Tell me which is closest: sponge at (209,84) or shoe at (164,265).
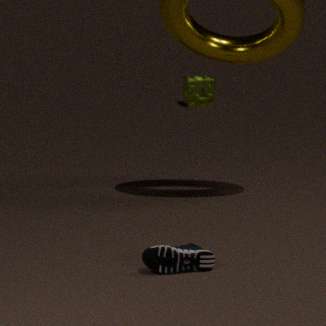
shoe at (164,265)
